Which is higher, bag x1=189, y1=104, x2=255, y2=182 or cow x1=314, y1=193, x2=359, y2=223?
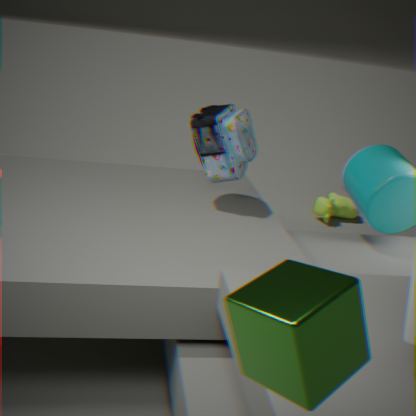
bag x1=189, y1=104, x2=255, y2=182
